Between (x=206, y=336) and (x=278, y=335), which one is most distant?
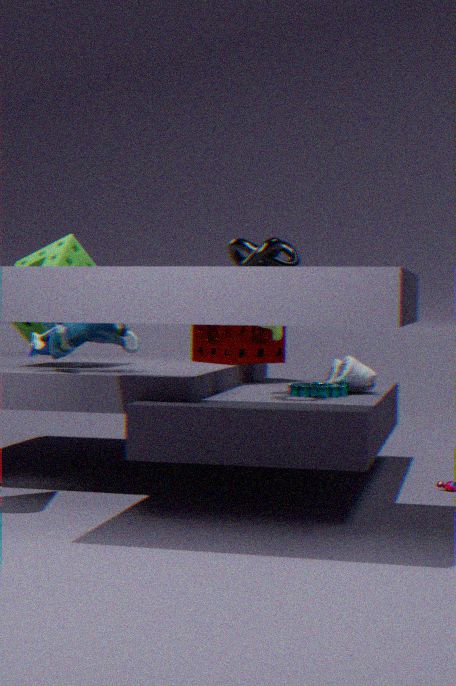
(x=206, y=336)
